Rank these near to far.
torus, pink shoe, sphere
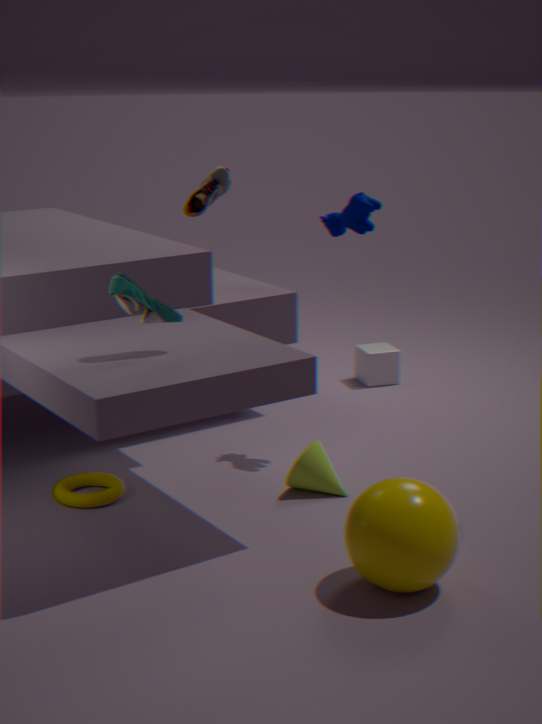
1. sphere
2. torus
3. pink shoe
